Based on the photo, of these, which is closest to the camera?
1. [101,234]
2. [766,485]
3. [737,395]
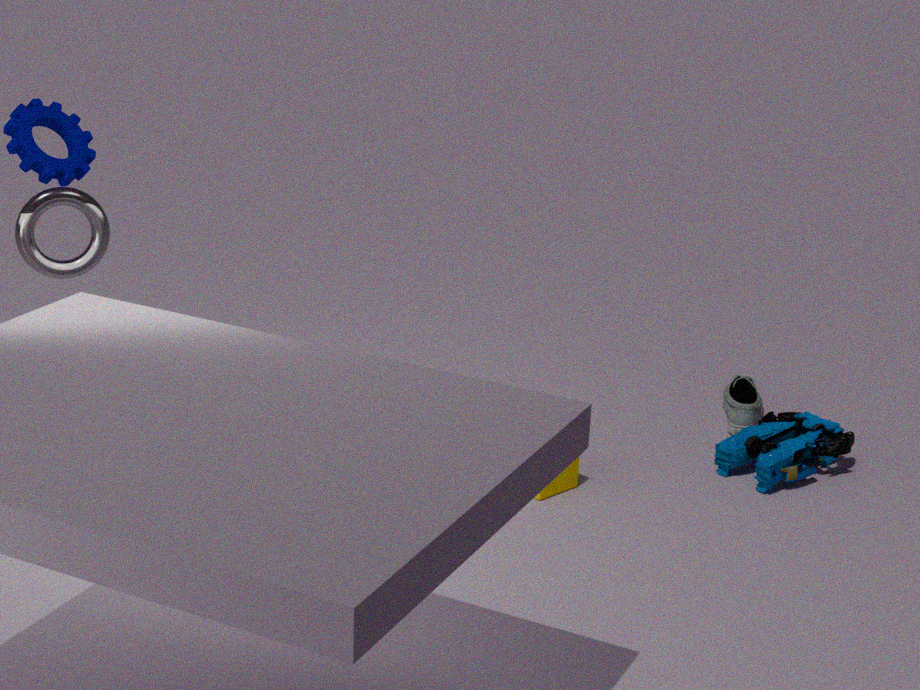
[101,234]
